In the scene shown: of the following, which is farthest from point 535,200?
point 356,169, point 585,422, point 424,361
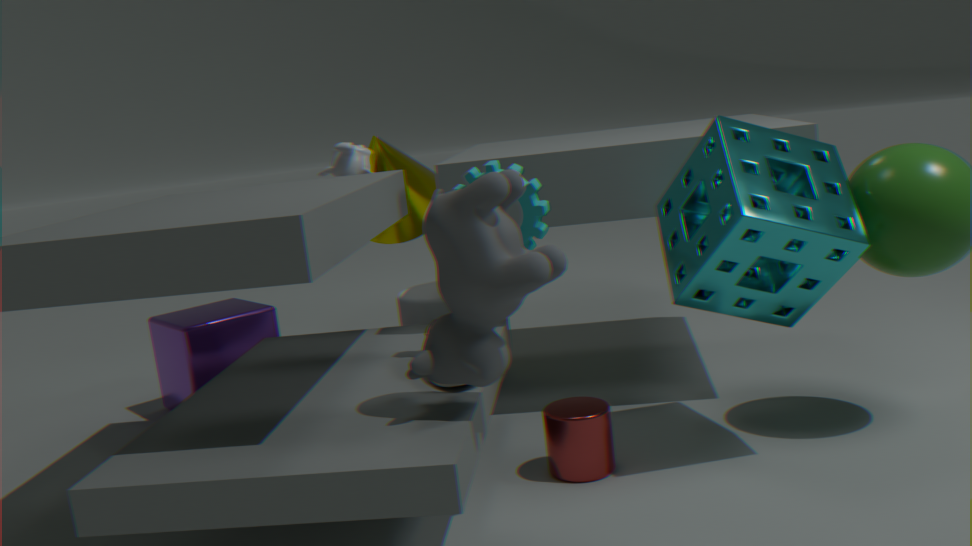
point 356,169
